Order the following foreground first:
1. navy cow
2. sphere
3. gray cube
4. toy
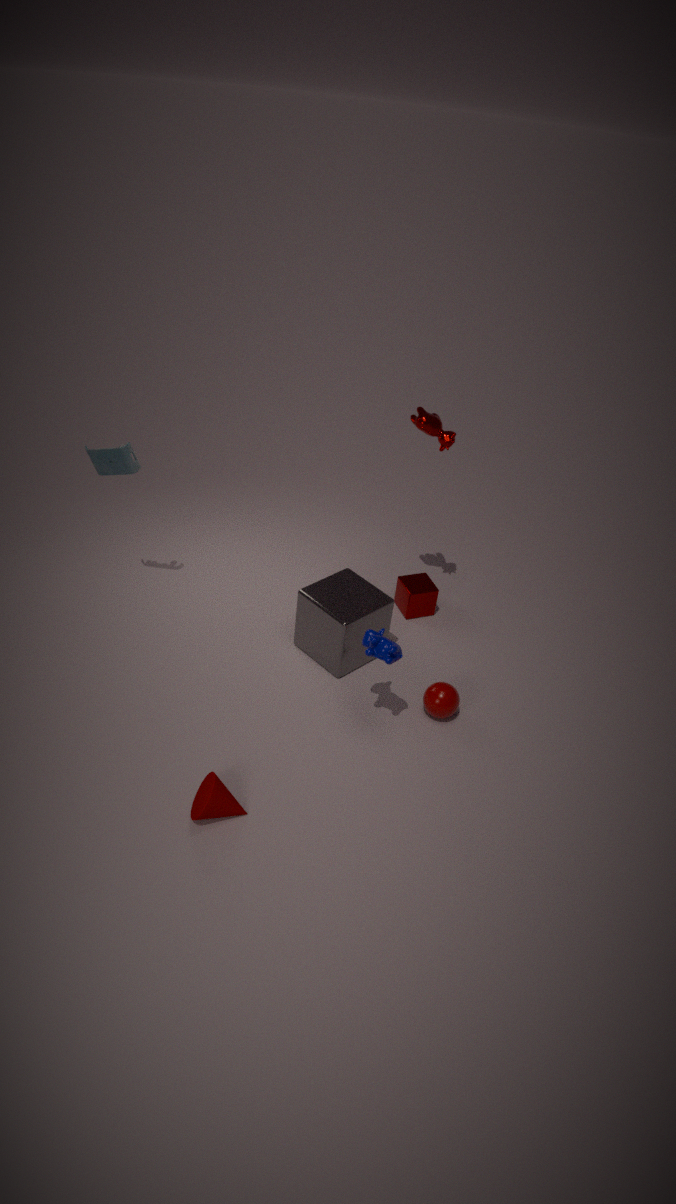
navy cow → sphere → toy → gray cube
